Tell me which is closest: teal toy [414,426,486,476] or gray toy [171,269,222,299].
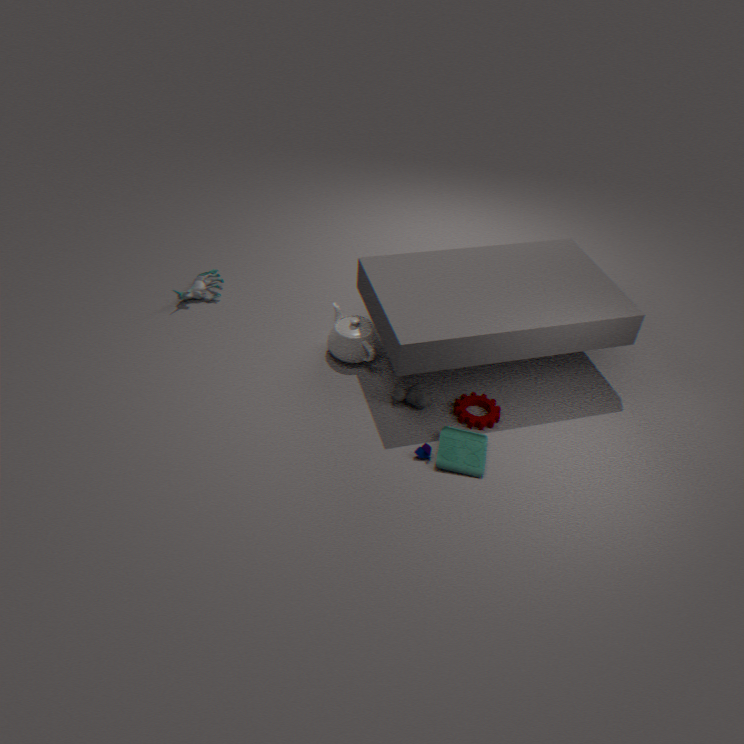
teal toy [414,426,486,476]
